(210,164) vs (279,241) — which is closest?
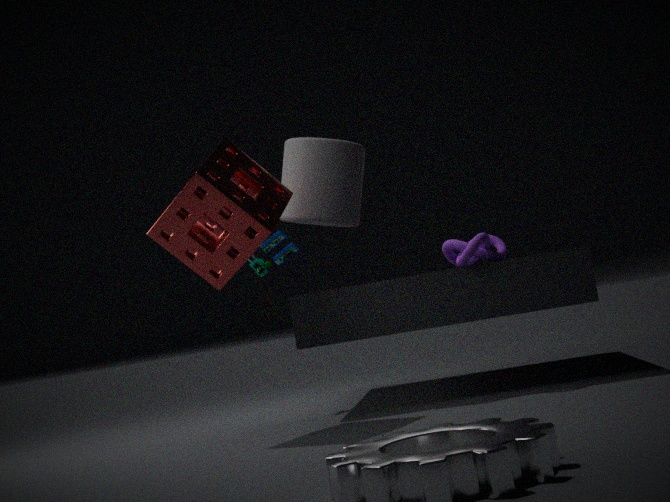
(210,164)
